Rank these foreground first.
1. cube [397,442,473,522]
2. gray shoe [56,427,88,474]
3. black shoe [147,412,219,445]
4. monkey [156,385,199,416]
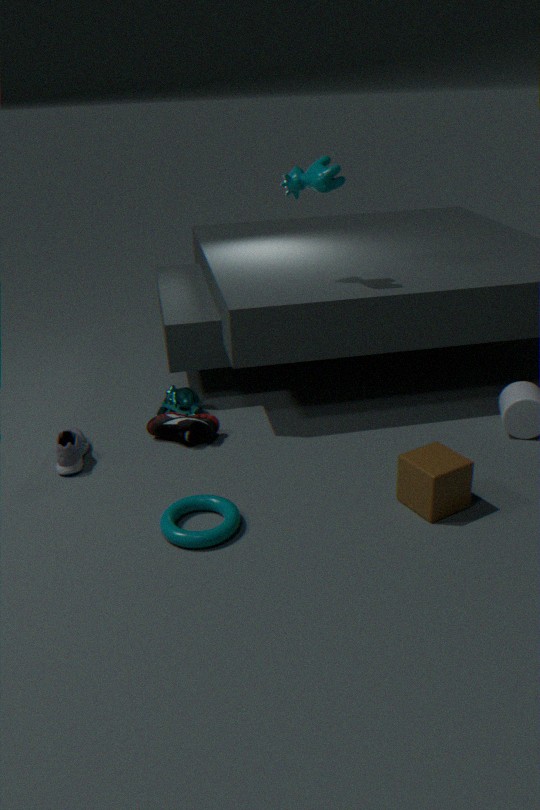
1. cube [397,442,473,522]
2. gray shoe [56,427,88,474]
3. black shoe [147,412,219,445]
4. monkey [156,385,199,416]
